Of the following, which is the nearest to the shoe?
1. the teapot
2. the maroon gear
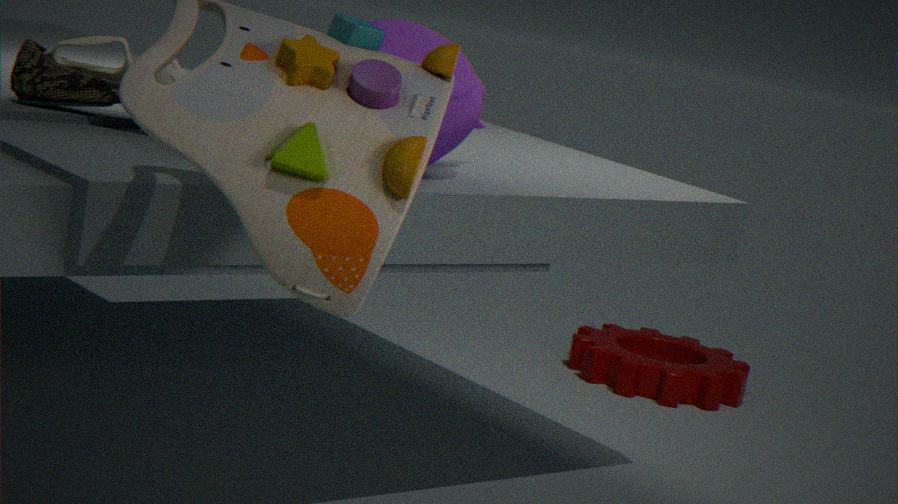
the teapot
